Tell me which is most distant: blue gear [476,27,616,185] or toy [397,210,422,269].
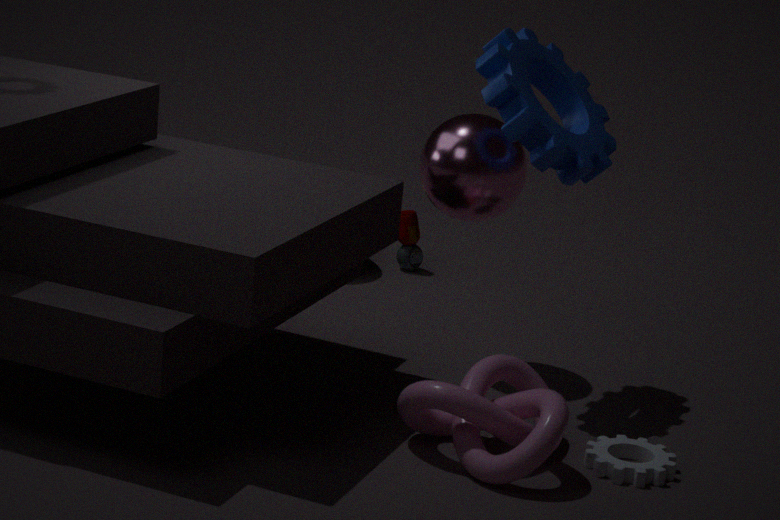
toy [397,210,422,269]
